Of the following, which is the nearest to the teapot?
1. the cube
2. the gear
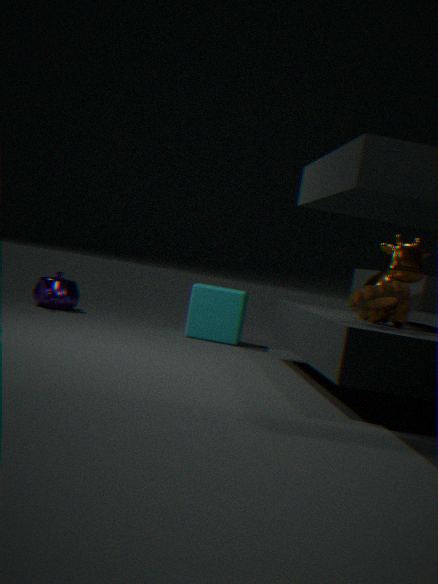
the cube
